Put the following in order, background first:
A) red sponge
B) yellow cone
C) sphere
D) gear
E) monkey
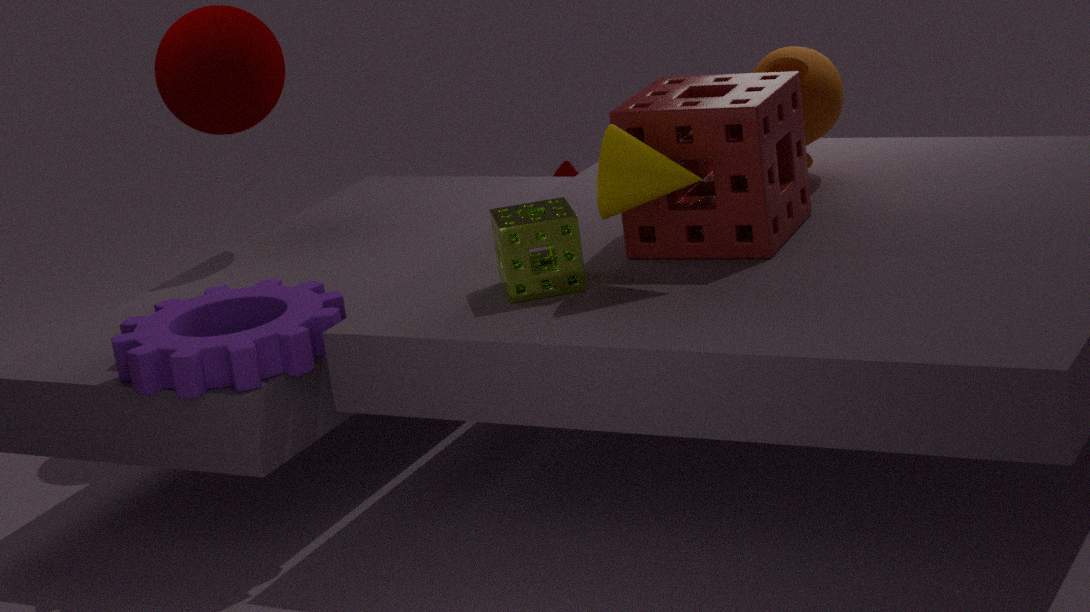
C. sphere → E. monkey → A. red sponge → D. gear → B. yellow cone
